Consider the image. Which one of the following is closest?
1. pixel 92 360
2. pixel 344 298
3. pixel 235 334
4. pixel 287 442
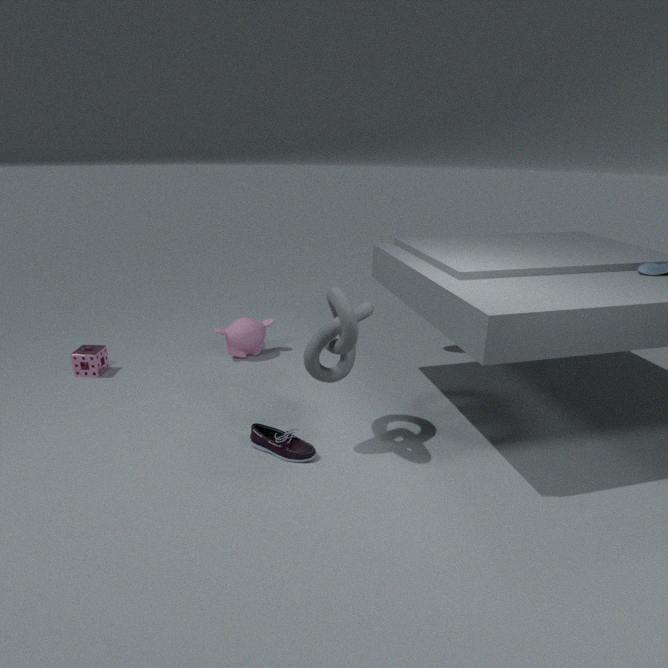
pixel 344 298
